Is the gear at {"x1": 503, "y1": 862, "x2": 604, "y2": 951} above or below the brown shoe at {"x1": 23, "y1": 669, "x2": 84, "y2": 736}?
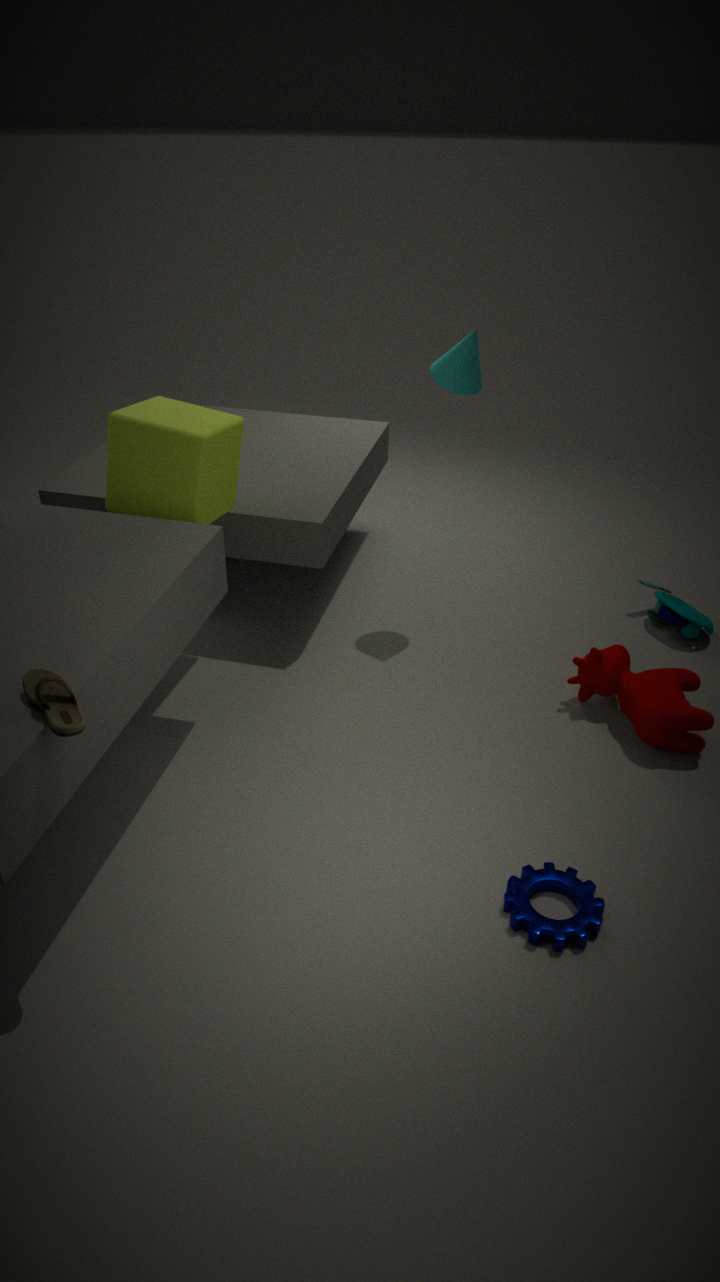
below
